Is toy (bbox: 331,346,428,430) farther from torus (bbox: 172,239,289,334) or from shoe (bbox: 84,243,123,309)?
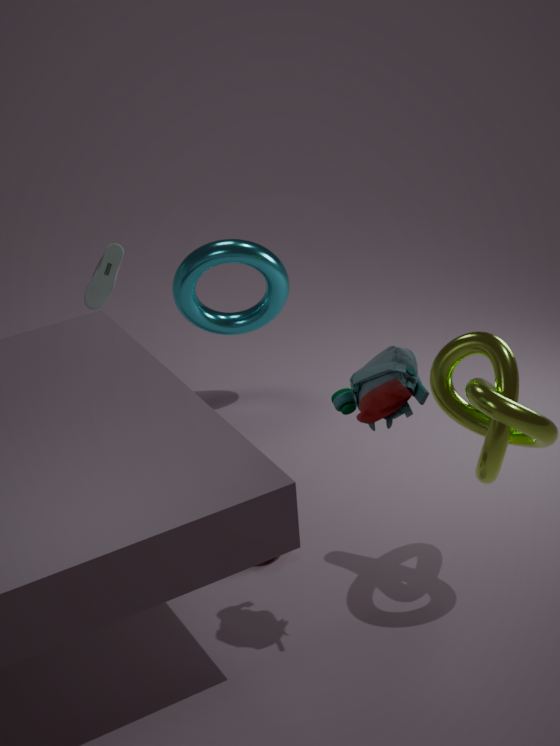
shoe (bbox: 84,243,123,309)
